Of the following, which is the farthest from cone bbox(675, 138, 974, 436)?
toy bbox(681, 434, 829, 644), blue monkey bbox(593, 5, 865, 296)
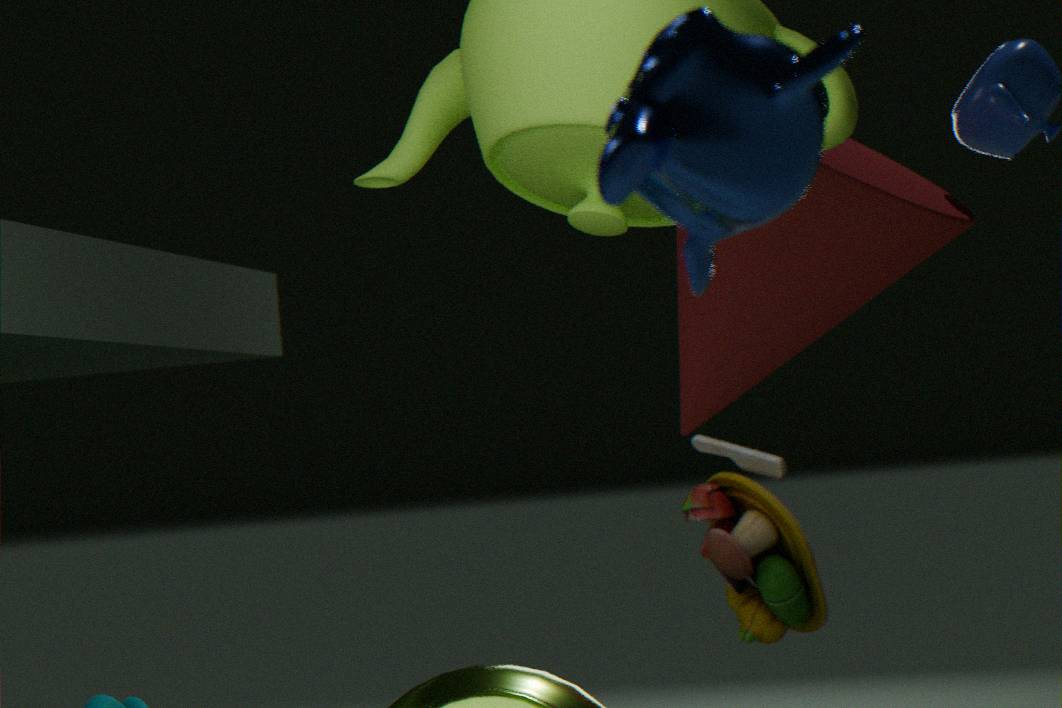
blue monkey bbox(593, 5, 865, 296)
